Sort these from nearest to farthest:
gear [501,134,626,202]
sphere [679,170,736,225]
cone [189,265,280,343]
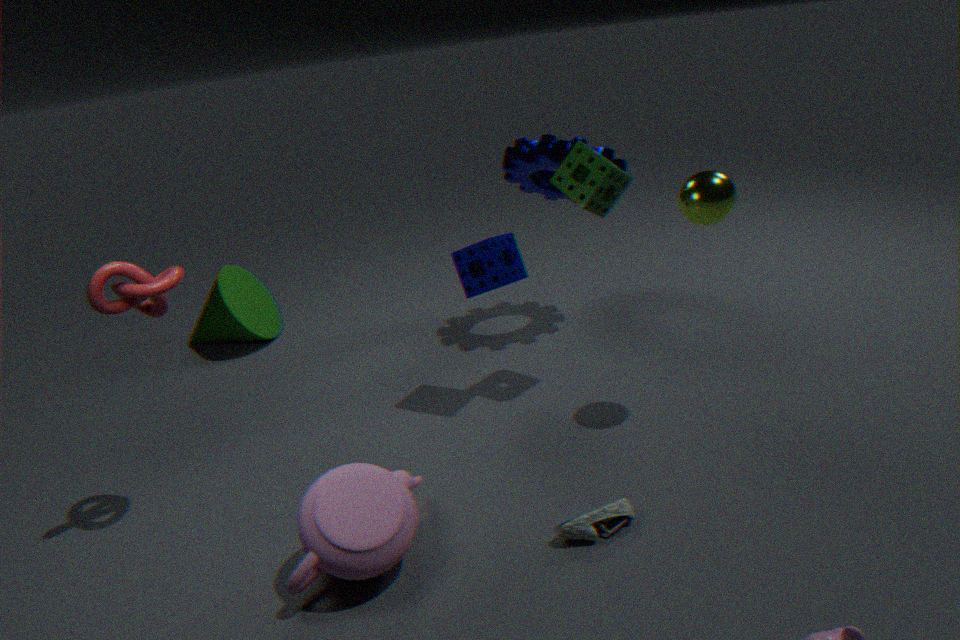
sphere [679,170,736,225], gear [501,134,626,202], cone [189,265,280,343]
